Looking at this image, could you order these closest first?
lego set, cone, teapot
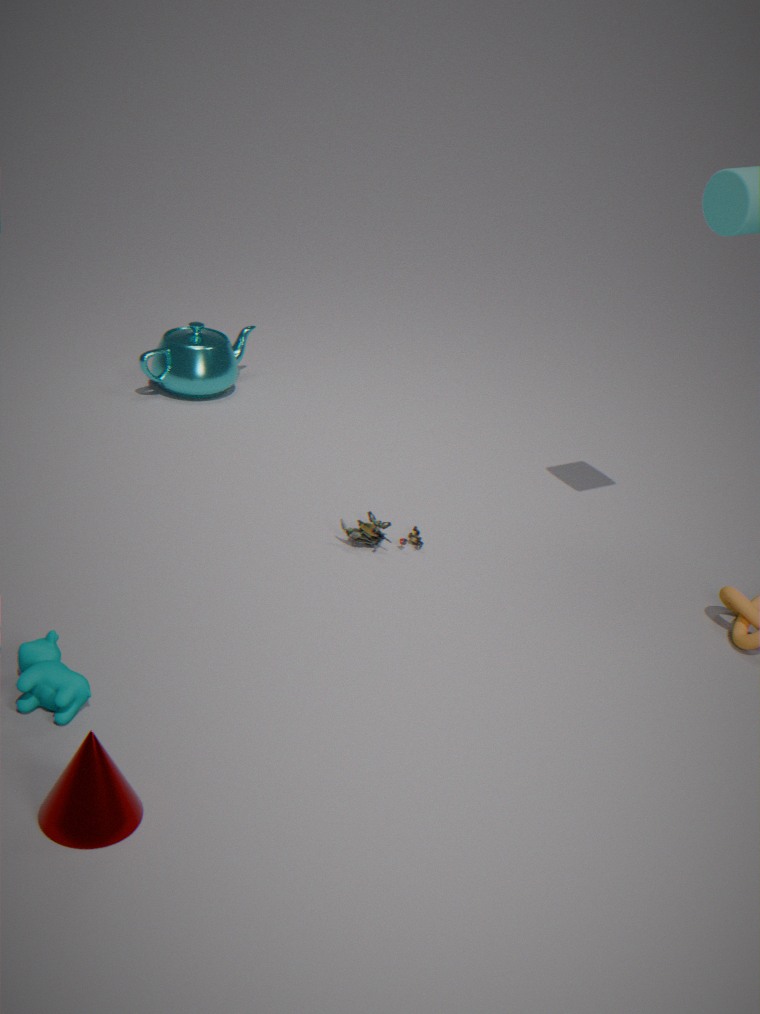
cone
lego set
teapot
